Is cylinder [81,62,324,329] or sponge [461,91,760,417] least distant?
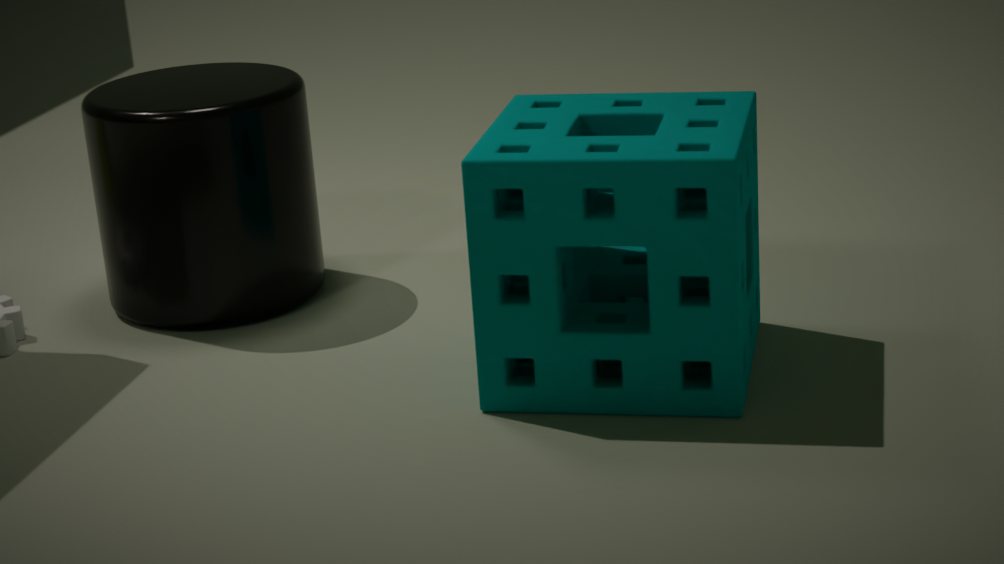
sponge [461,91,760,417]
